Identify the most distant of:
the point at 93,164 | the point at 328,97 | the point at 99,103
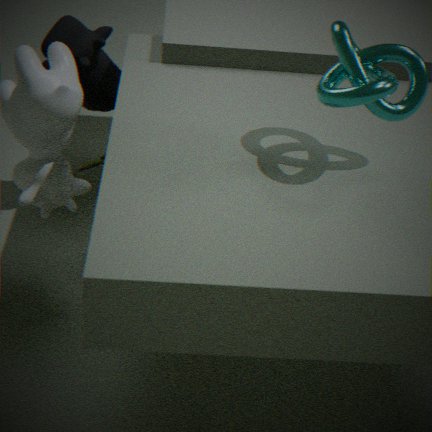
the point at 99,103
